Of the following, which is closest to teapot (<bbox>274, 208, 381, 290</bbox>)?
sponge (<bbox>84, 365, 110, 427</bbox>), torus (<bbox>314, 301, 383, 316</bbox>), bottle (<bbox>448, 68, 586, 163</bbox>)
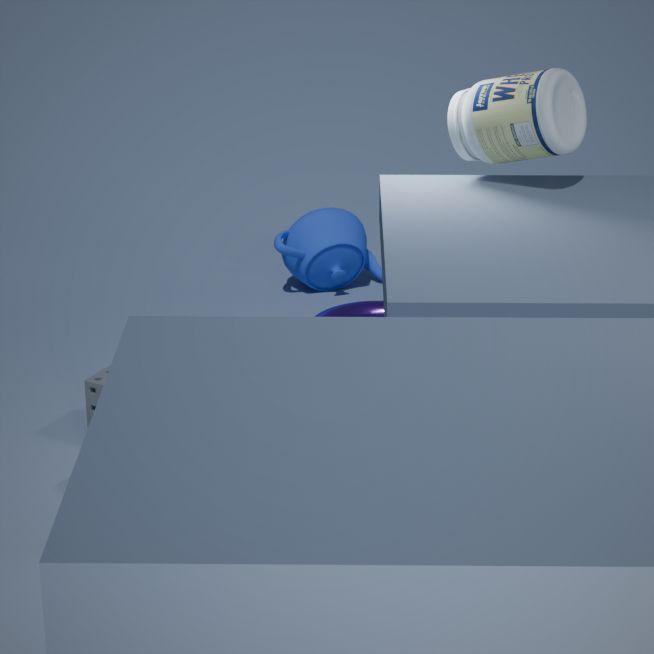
torus (<bbox>314, 301, 383, 316</bbox>)
